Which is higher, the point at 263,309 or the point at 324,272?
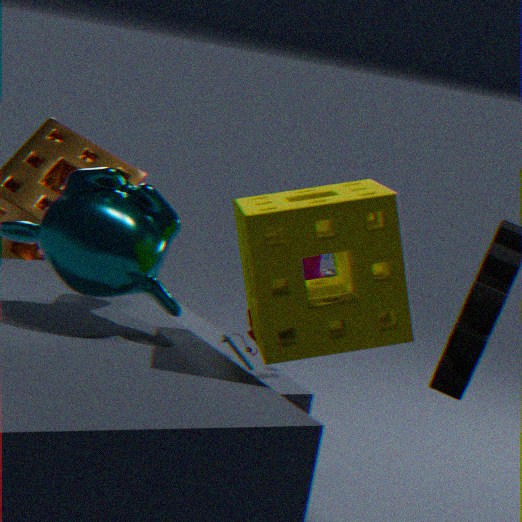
the point at 263,309
